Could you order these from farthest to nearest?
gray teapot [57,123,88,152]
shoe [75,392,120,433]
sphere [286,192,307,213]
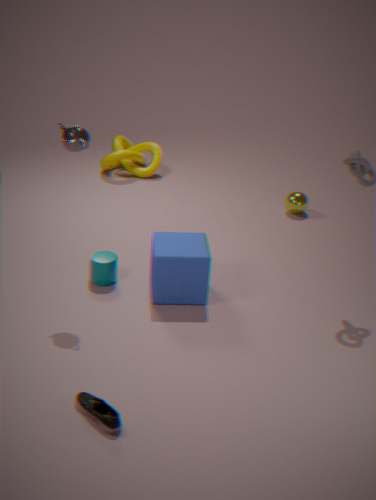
sphere [286,192,307,213], gray teapot [57,123,88,152], shoe [75,392,120,433]
